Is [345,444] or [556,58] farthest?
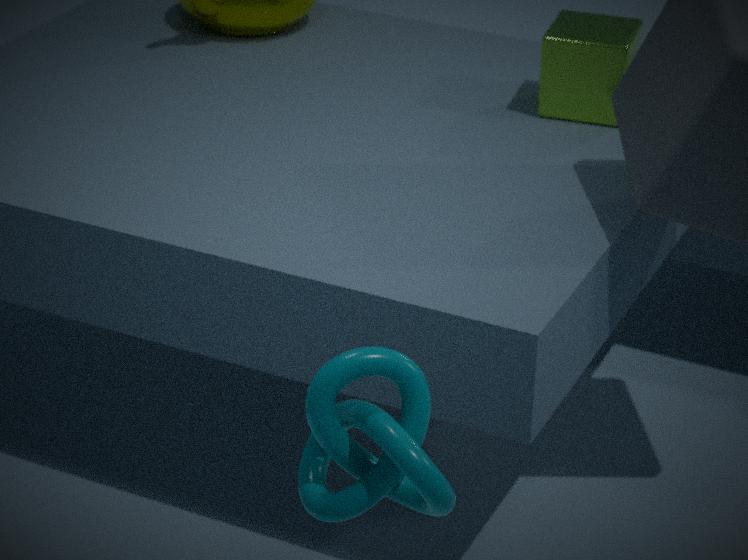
[556,58]
